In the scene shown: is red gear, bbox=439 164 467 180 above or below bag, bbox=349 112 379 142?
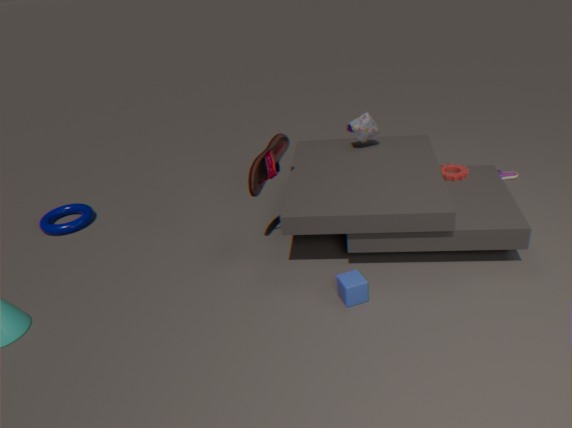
below
